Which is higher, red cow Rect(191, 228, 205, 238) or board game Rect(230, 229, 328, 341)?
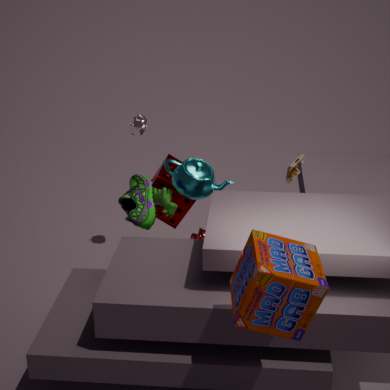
board game Rect(230, 229, 328, 341)
